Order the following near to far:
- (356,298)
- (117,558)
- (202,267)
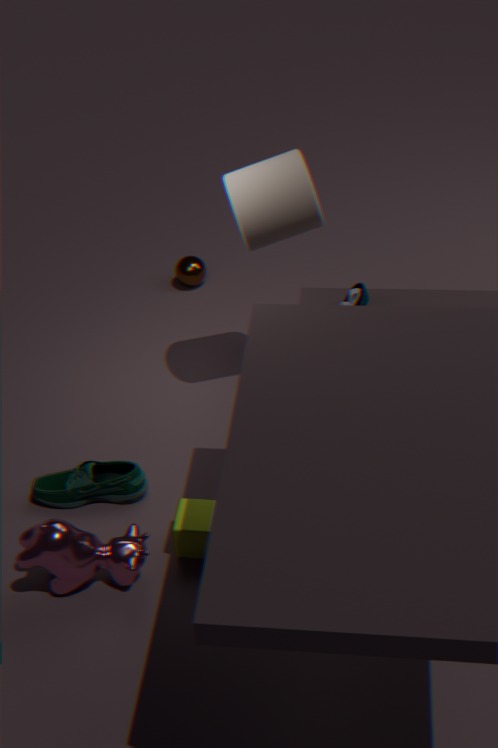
(117,558)
(356,298)
(202,267)
